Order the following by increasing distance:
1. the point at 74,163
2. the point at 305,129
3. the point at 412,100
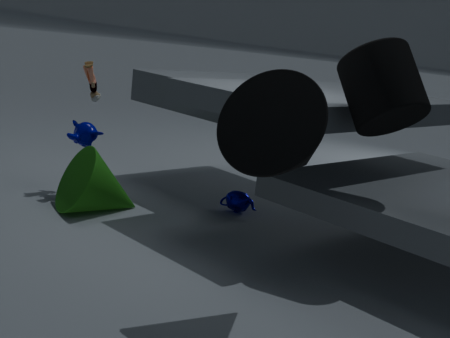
the point at 305,129, the point at 412,100, the point at 74,163
